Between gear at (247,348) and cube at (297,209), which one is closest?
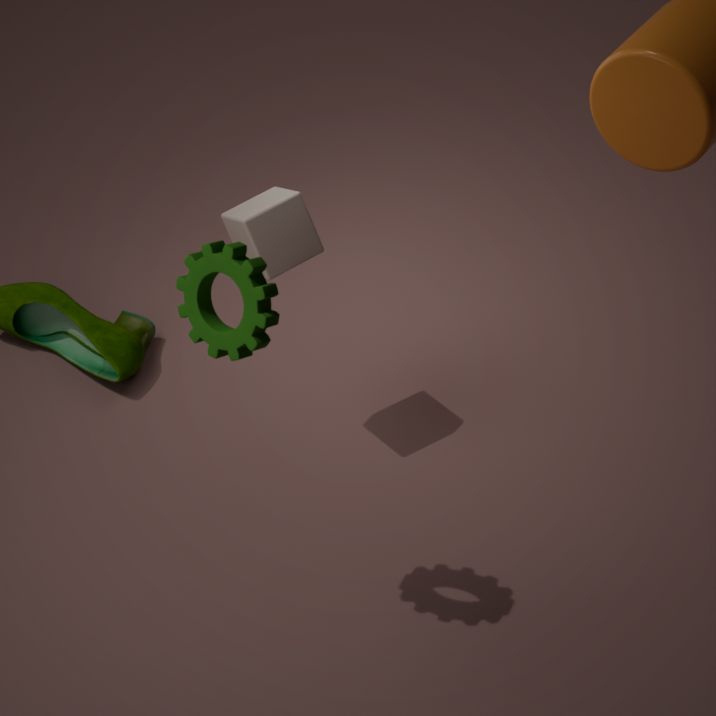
gear at (247,348)
